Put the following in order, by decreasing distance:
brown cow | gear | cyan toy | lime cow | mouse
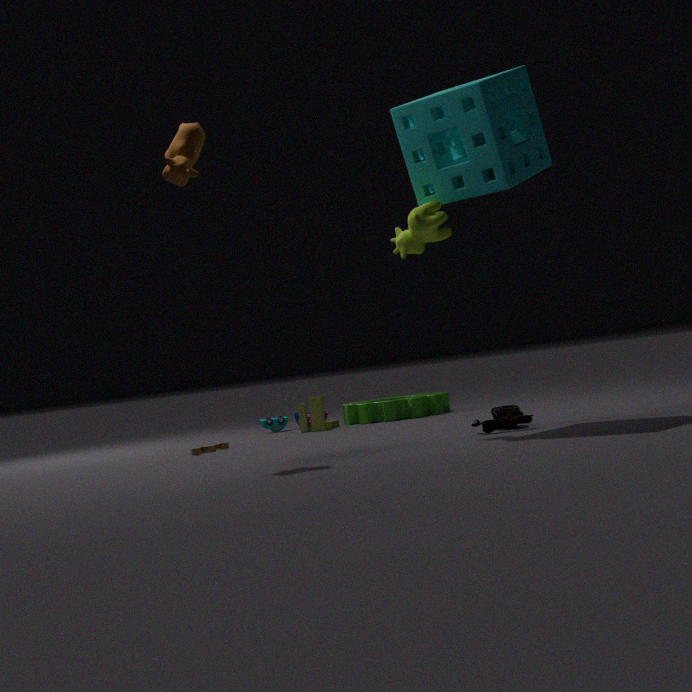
1. cyan toy
2. gear
3. mouse
4. lime cow
5. brown cow
